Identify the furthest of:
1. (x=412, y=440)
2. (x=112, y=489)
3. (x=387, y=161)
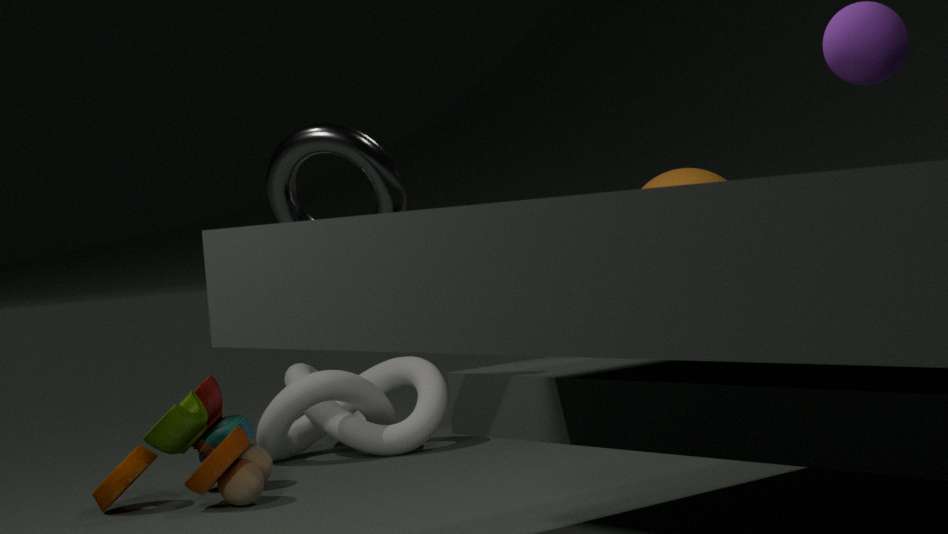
(x=412, y=440)
